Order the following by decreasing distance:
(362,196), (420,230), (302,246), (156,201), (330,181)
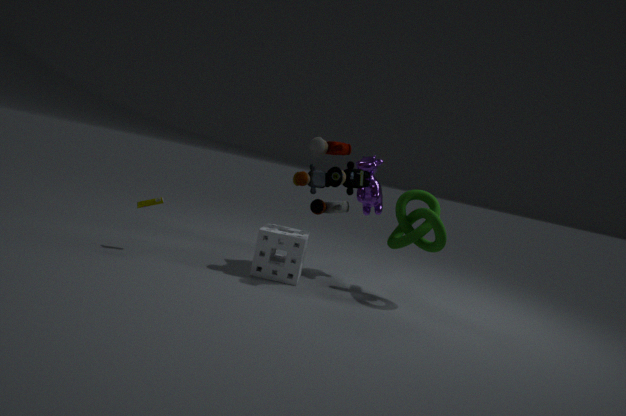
(362,196) < (420,230) < (156,201) < (302,246) < (330,181)
